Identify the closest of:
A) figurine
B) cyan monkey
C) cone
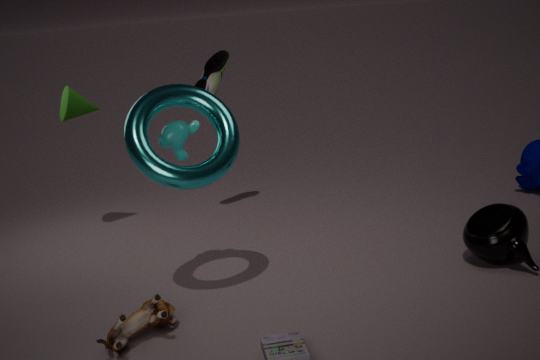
figurine
